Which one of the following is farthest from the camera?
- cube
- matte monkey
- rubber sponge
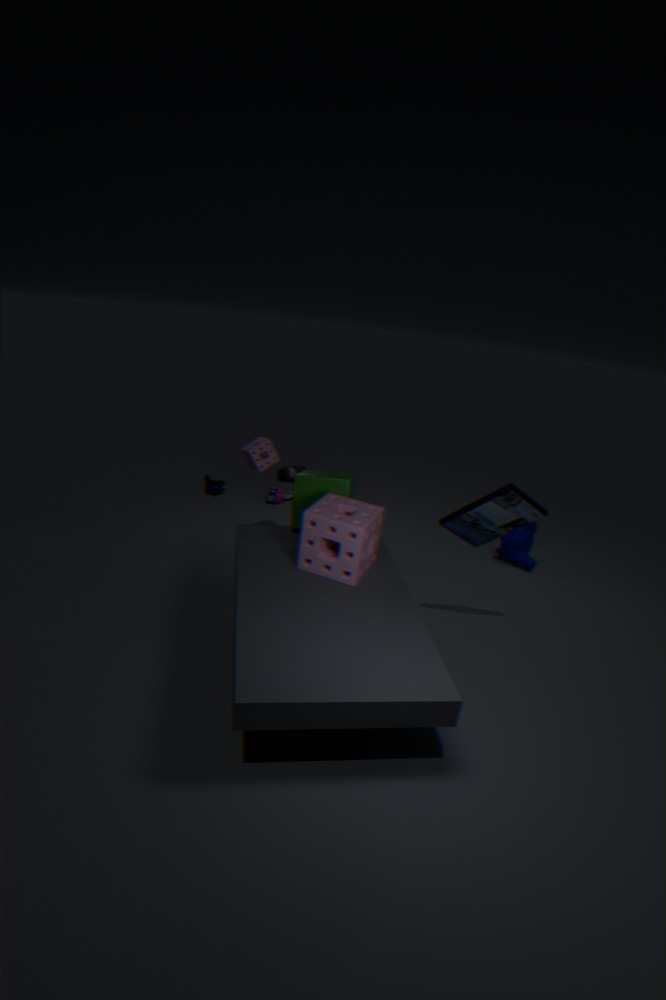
matte monkey
